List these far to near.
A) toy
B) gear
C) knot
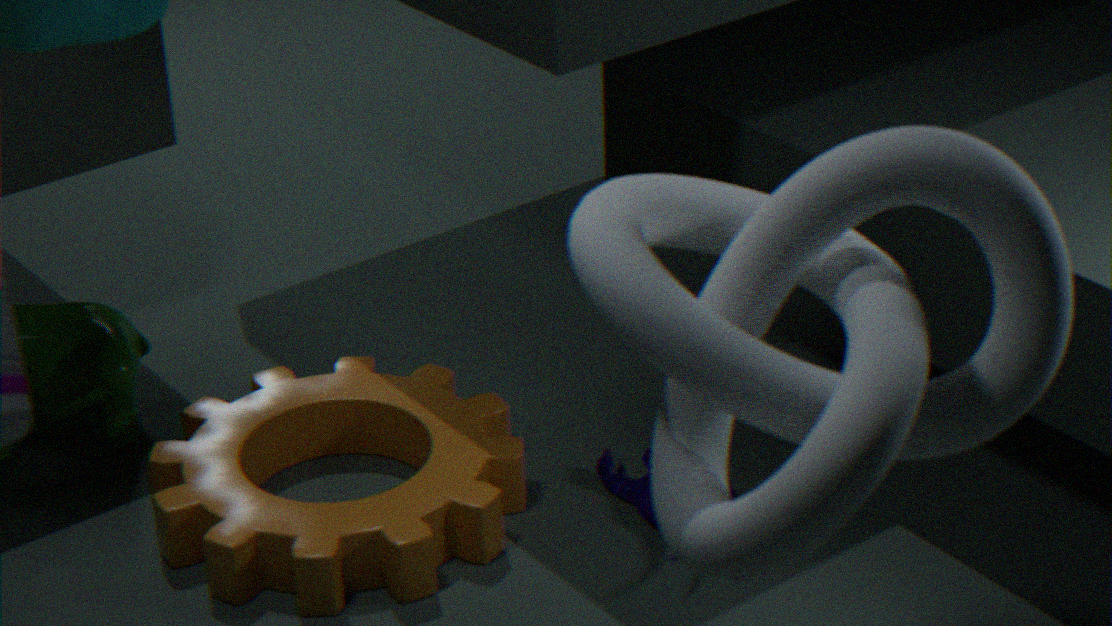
toy < gear < knot
